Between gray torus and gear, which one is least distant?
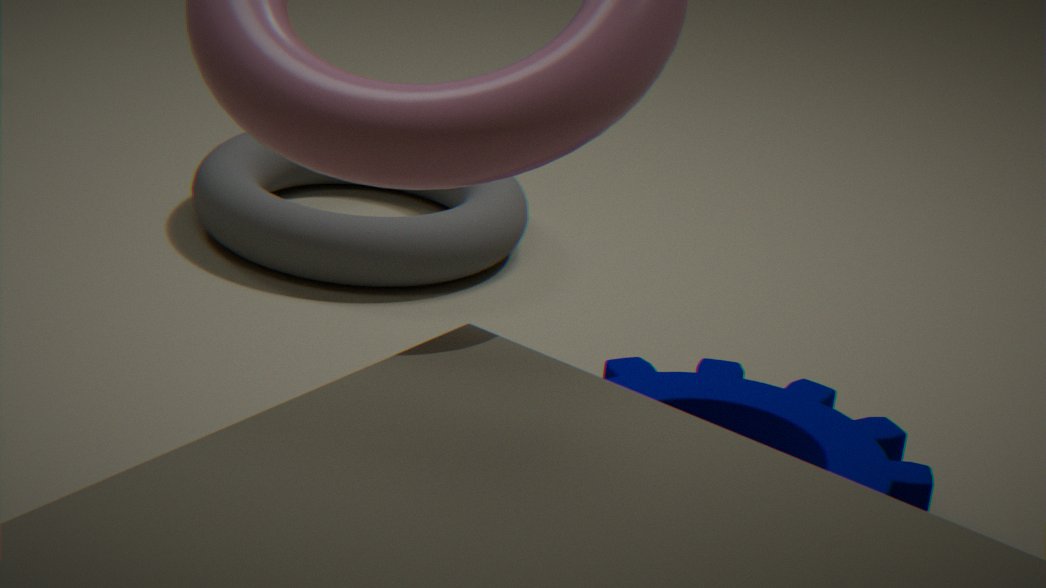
gear
